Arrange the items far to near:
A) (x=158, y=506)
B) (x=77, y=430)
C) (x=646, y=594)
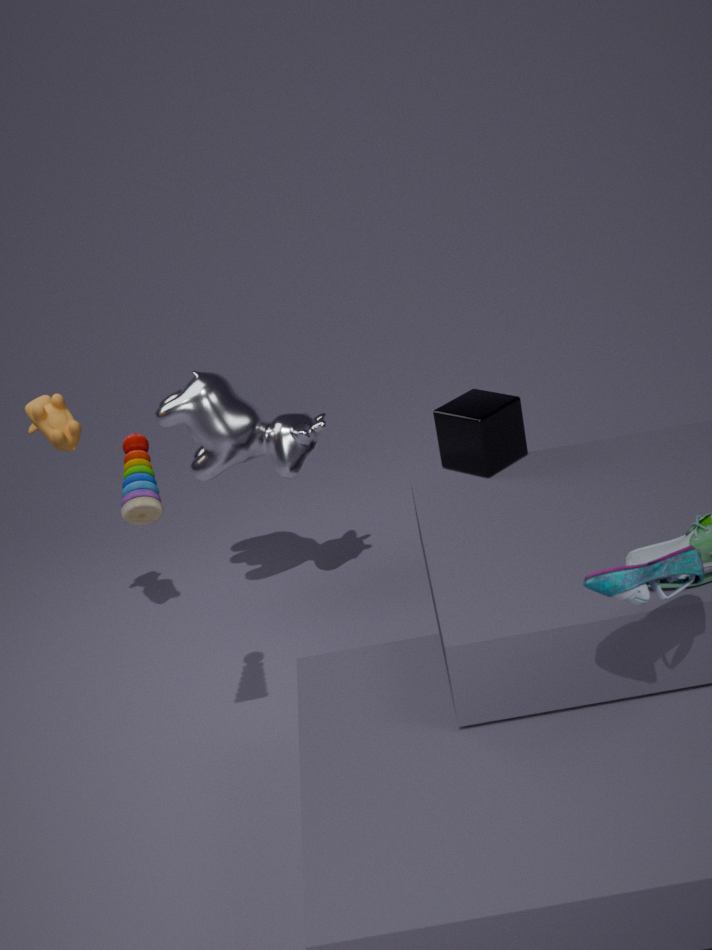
(x=77, y=430)
(x=158, y=506)
(x=646, y=594)
